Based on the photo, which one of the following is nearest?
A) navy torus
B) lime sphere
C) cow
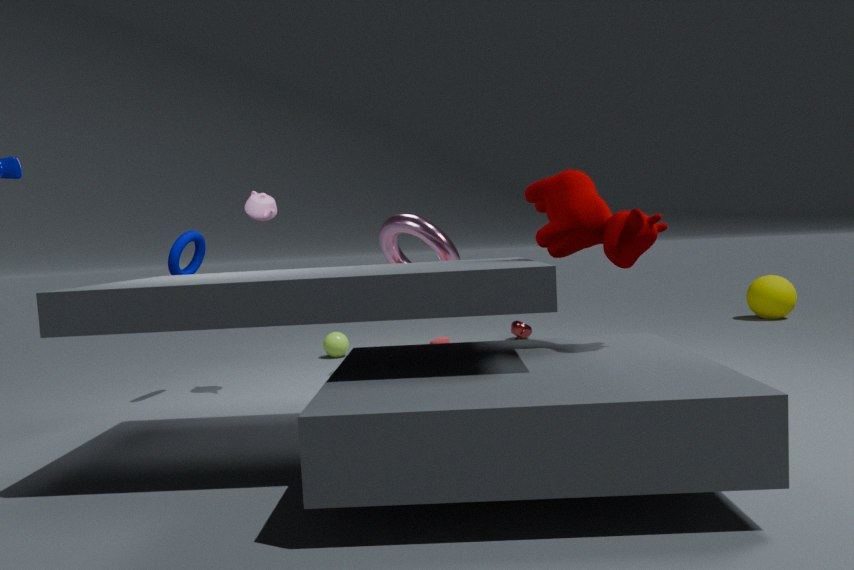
cow
